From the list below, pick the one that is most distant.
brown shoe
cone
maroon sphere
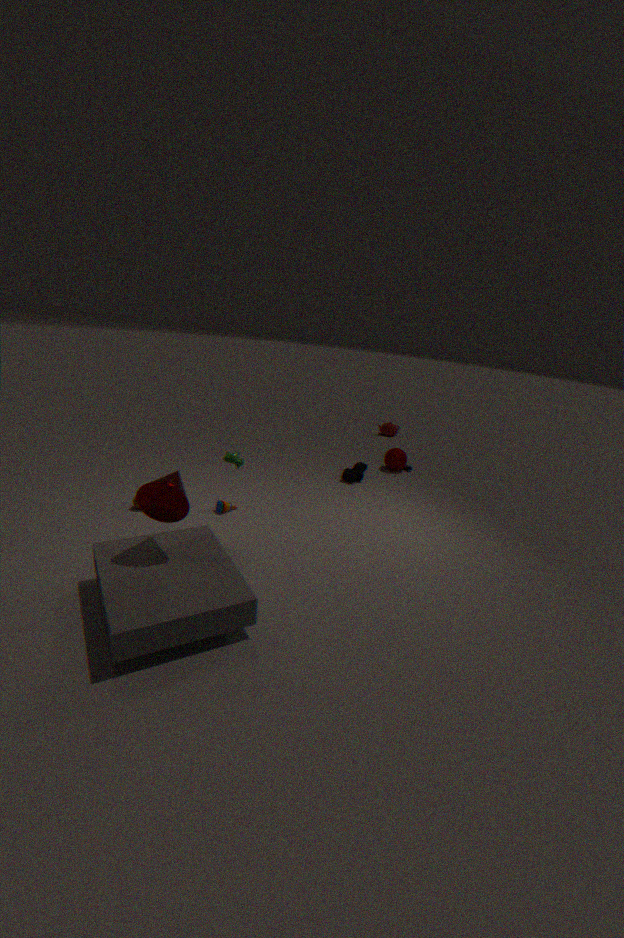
maroon sphere
